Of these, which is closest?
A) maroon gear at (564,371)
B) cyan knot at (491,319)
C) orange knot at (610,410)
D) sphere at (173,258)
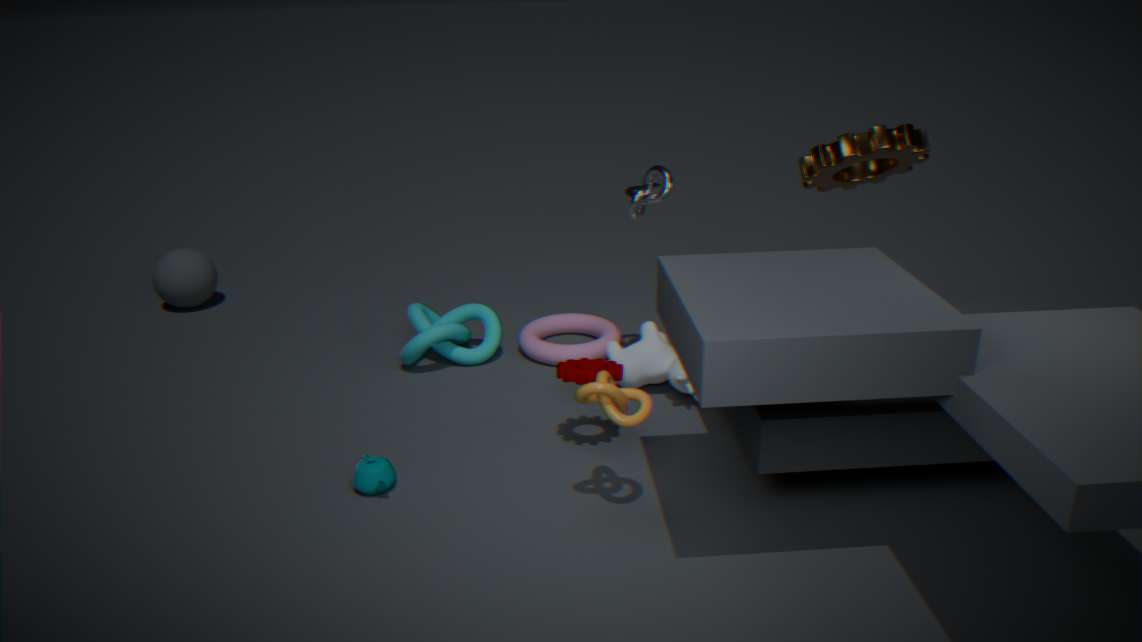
orange knot at (610,410)
